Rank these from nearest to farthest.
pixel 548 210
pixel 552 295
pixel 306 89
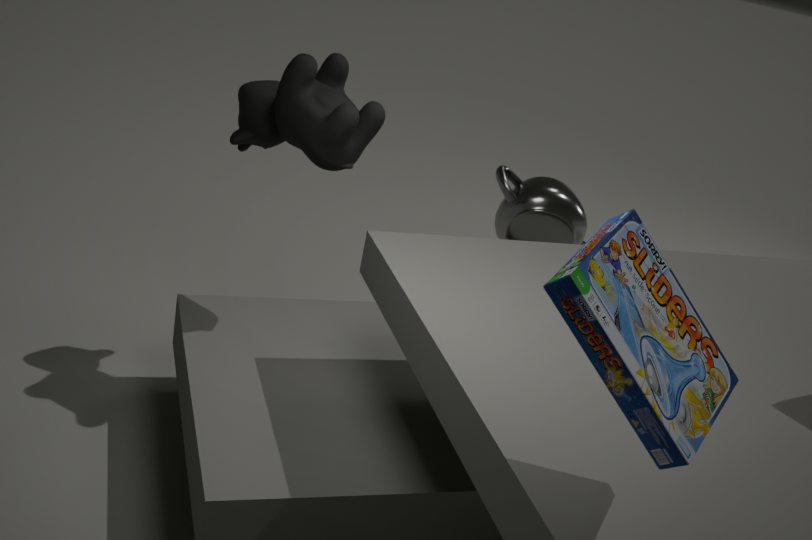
pixel 552 295, pixel 306 89, pixel 548 210
